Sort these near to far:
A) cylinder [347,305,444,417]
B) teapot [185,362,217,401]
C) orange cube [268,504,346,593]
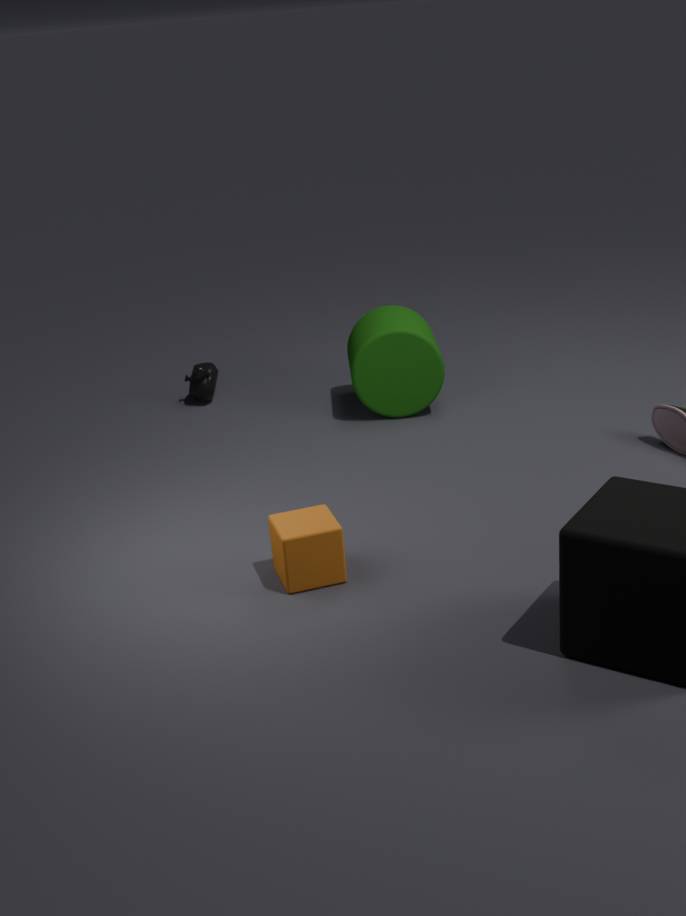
1. orange cube [268,504,346,593]
2. cylinder [347,305,444,417]
3. teapot [185,362,217,401]
